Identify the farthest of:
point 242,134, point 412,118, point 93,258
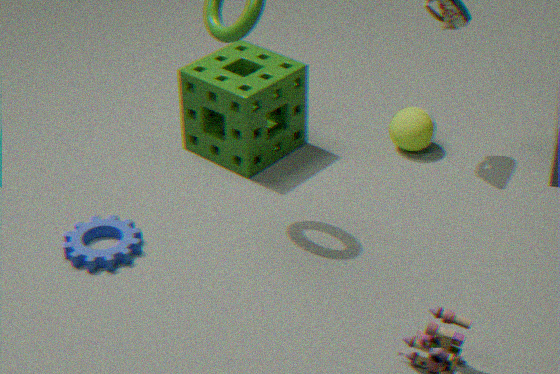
point 412,118
